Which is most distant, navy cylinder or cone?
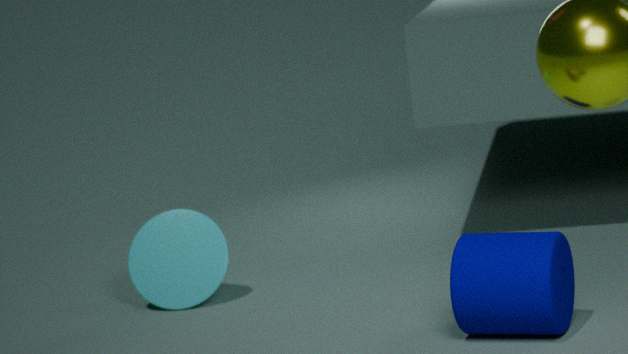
cone
